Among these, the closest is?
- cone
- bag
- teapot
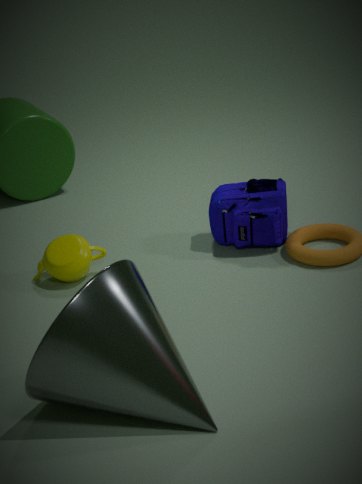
cone
